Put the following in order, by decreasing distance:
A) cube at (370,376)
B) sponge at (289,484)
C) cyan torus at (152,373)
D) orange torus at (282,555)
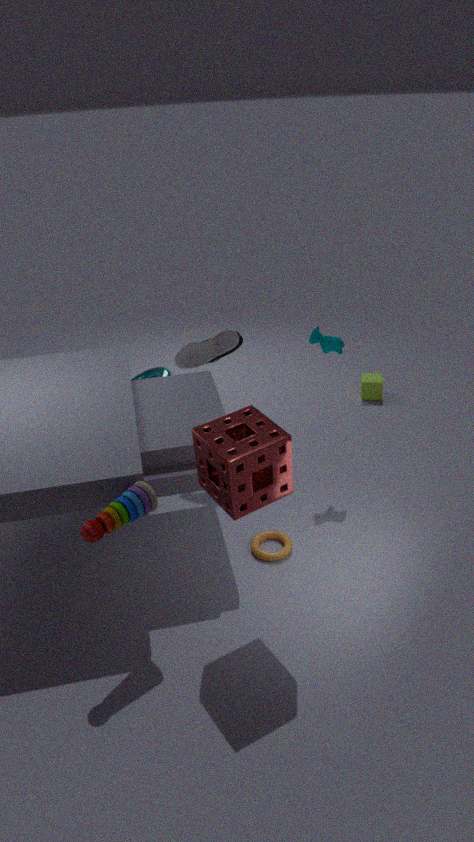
1. cube at (370,376)
2. cyan torus at (152,373)
3. orange torus at (282,555)
4. sponge at (289,484)
